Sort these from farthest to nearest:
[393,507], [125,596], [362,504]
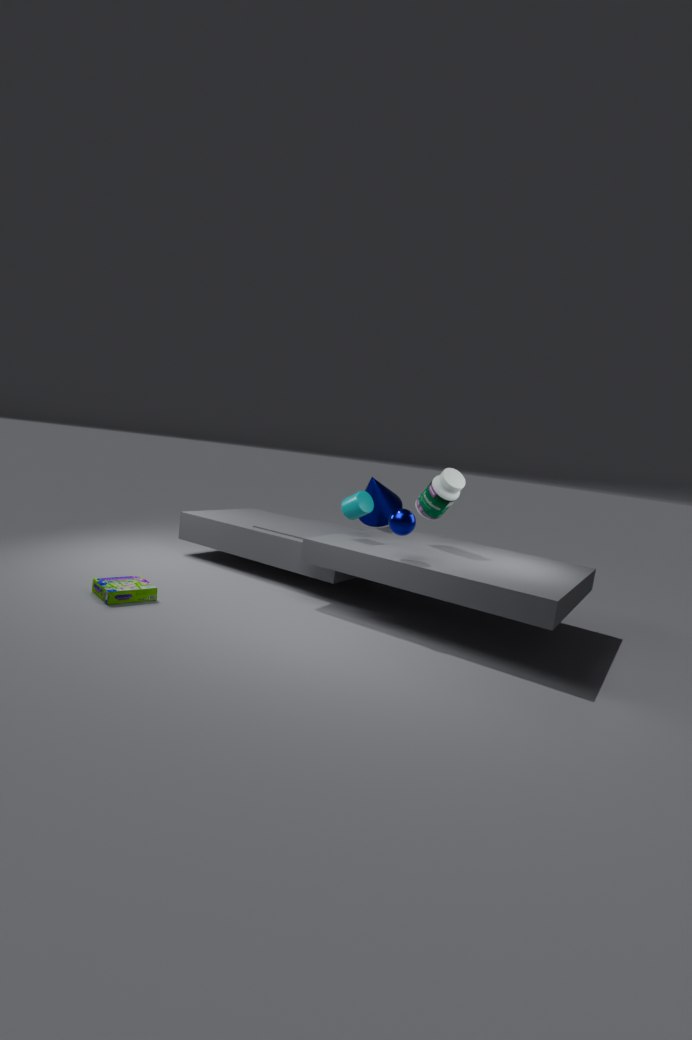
[393,507]
[362,504]
[125,596]
